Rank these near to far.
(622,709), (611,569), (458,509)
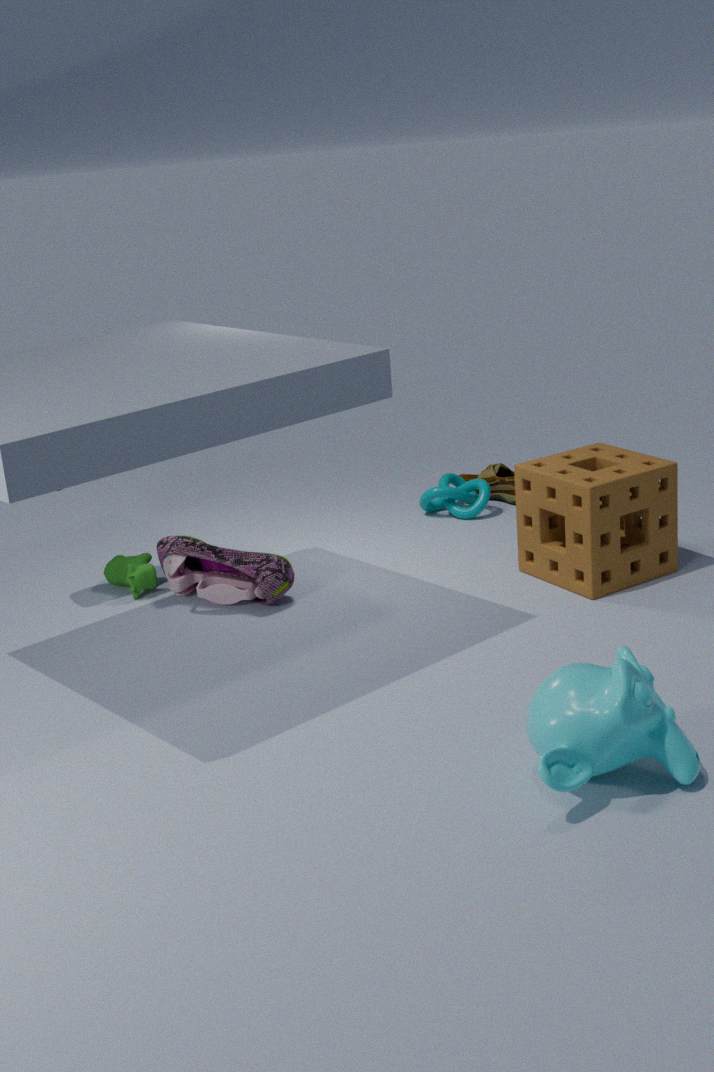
(622,709) < (611,569) < (458,509)
